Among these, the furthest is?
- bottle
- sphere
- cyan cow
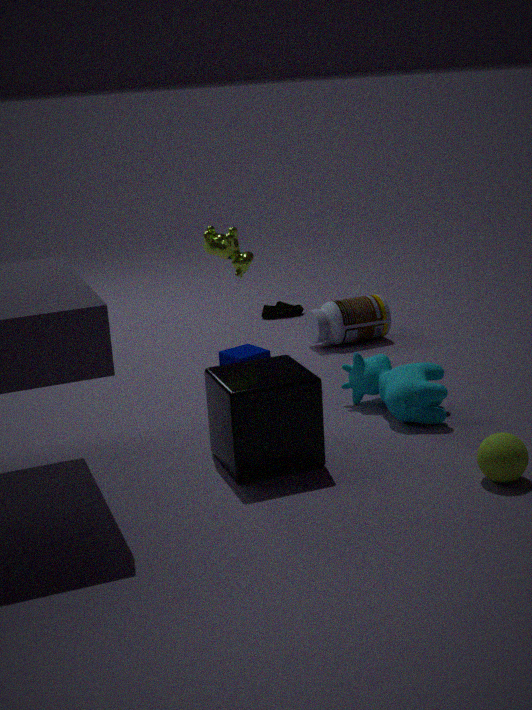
bottle
